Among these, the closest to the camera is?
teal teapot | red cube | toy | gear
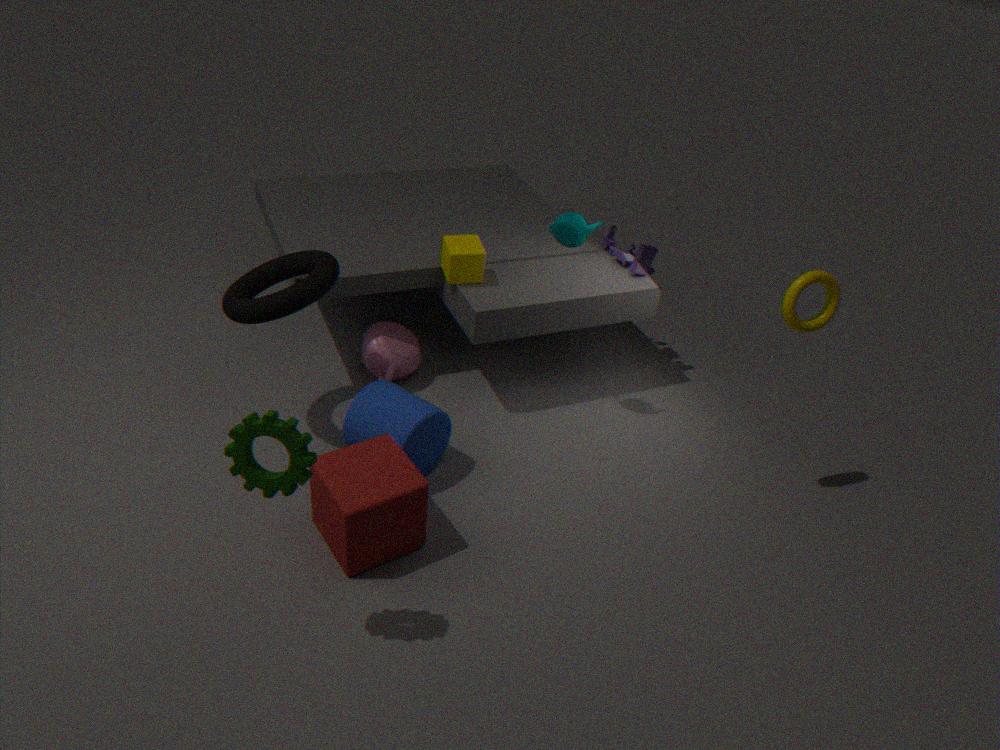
gear
